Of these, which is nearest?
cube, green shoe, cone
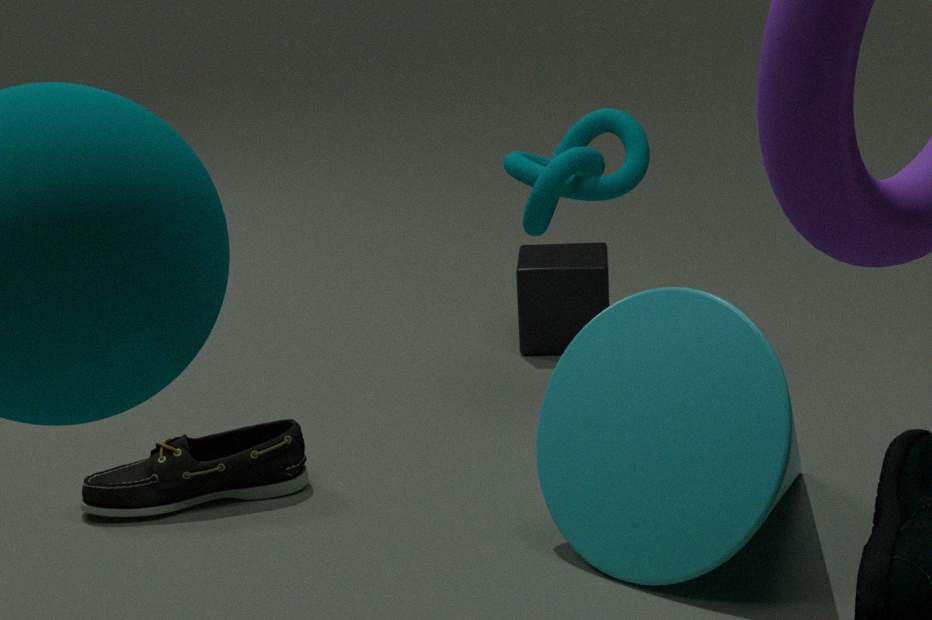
cone
